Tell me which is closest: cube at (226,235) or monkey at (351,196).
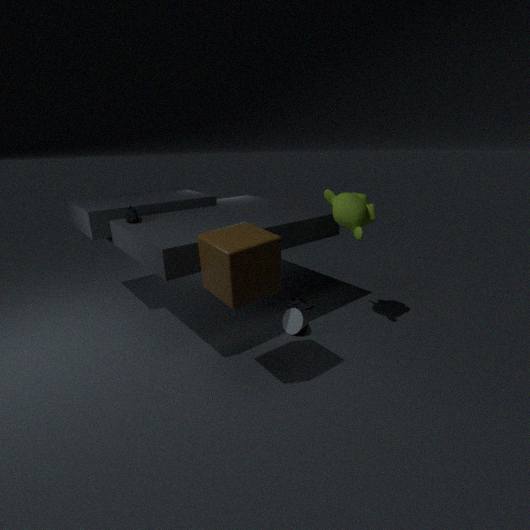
cube at (226,235)
